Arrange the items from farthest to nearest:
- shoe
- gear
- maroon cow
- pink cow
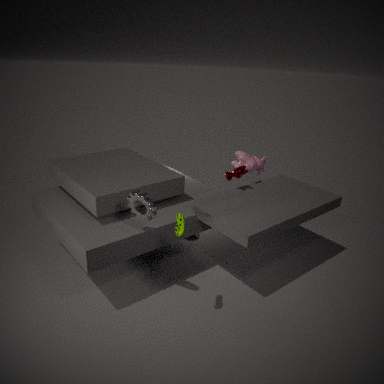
1. pink cow
2. maroon cow
3. gear
4. shoe
